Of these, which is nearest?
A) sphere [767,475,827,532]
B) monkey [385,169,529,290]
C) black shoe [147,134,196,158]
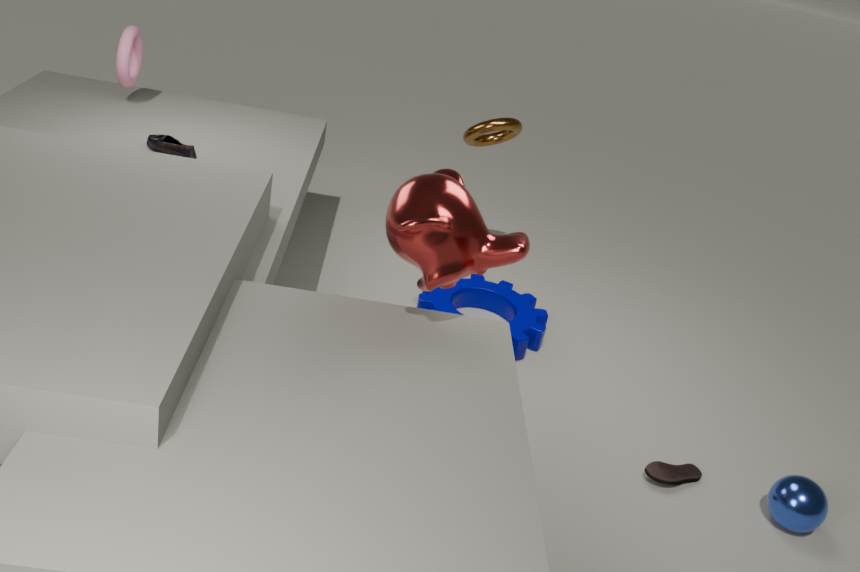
monkey [385,169,529,290]
